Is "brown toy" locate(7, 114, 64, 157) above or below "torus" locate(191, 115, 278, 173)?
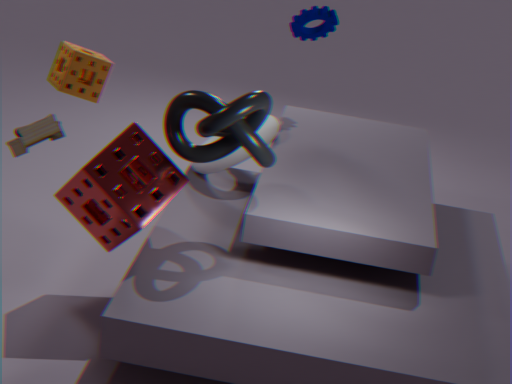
above
